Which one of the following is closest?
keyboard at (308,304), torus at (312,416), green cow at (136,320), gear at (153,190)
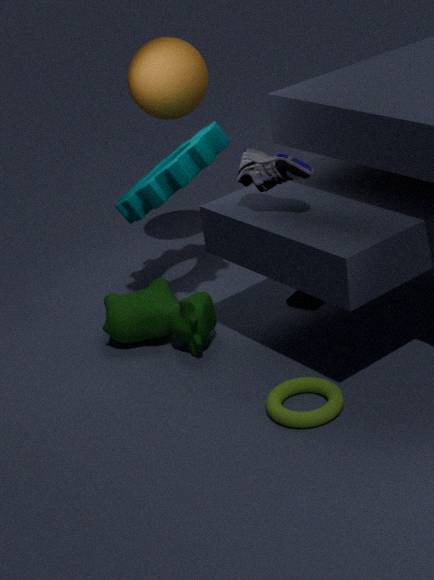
torus at (312,416)
